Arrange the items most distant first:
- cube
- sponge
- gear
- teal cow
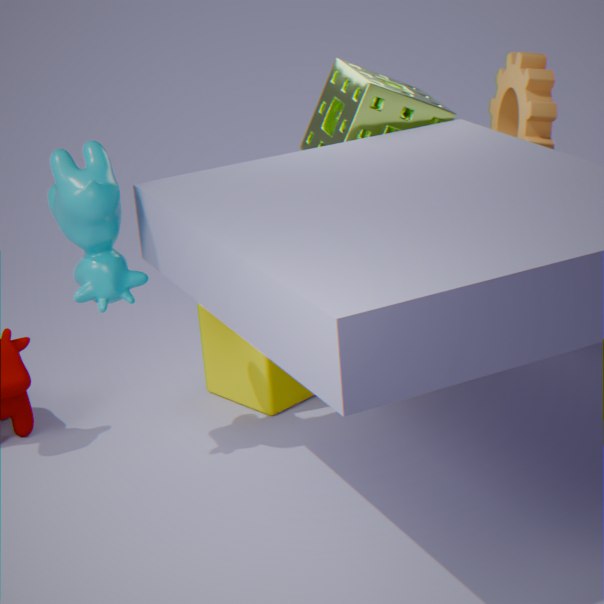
cube, gear, sponge, teal cow
